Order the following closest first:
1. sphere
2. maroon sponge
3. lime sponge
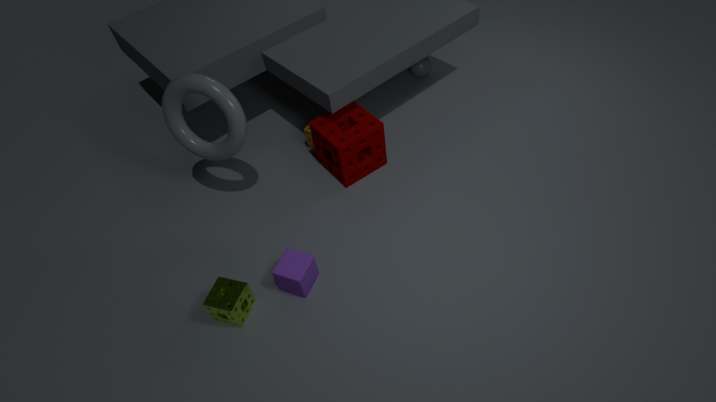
lime sponge → maroon sponge → sphere
